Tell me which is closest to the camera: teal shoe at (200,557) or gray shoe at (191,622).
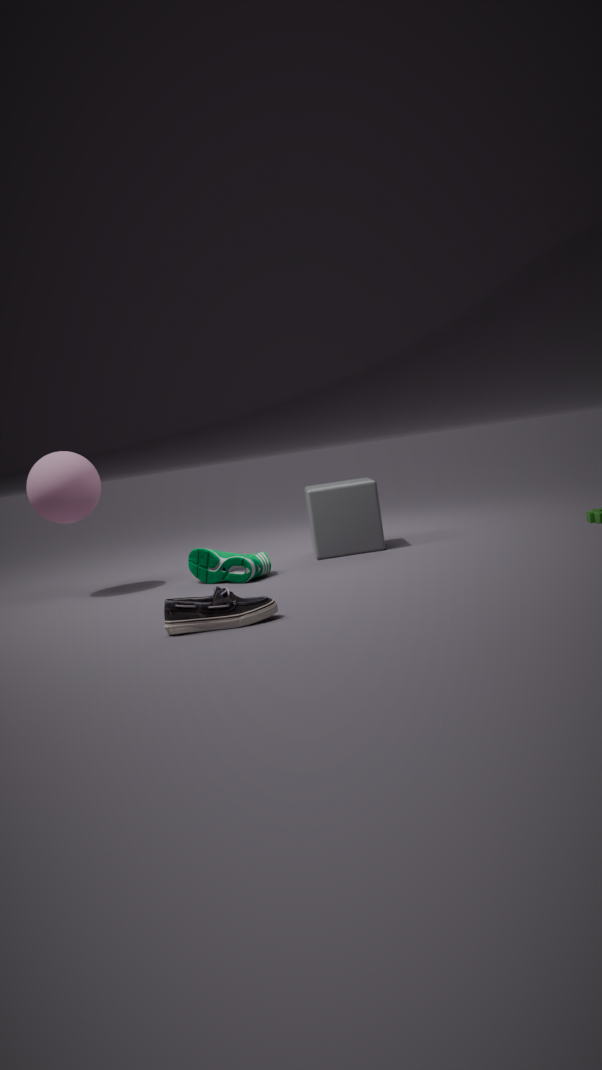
gray shoe at (191,622)
